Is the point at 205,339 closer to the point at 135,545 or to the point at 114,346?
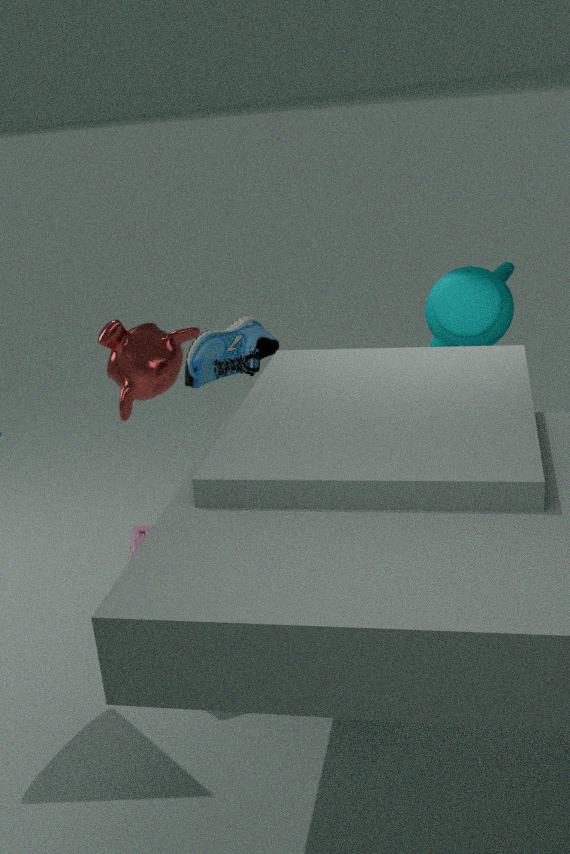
the point at 114,346
